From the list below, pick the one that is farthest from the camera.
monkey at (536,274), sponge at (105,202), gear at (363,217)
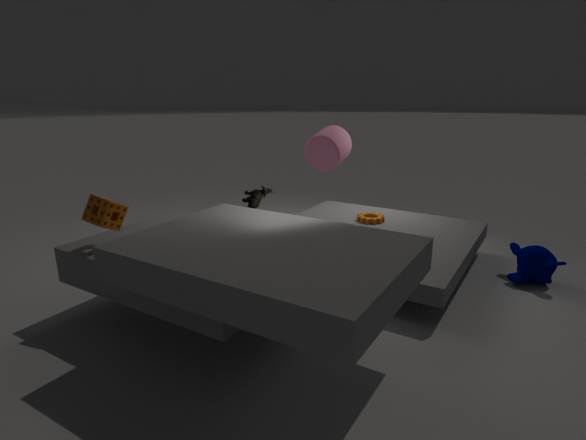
gear at (363,217)
